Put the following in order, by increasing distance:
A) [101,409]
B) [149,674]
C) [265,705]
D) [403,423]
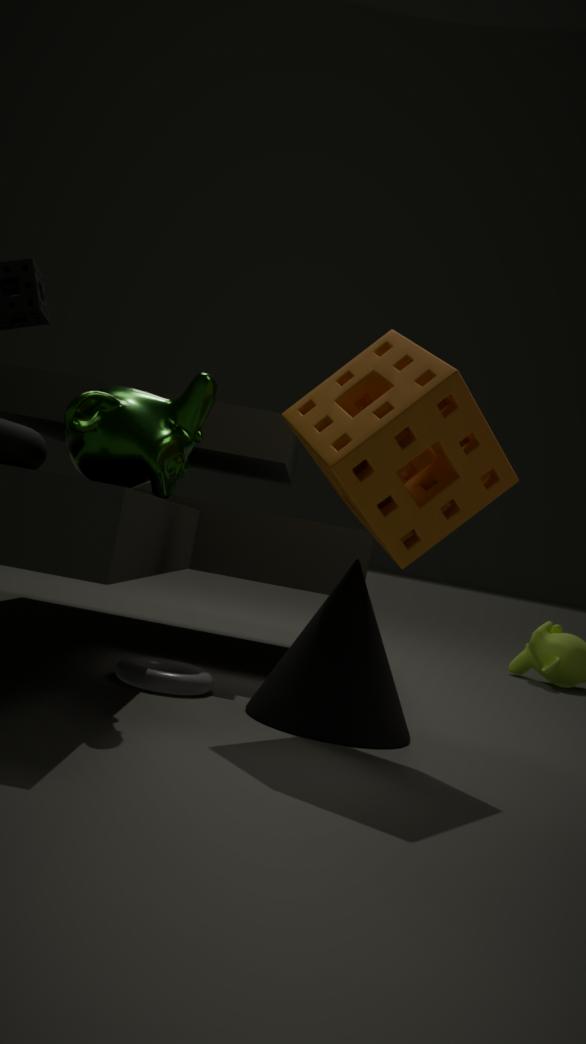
[403,423] < [101,409] < [265,705] < [149,674]
